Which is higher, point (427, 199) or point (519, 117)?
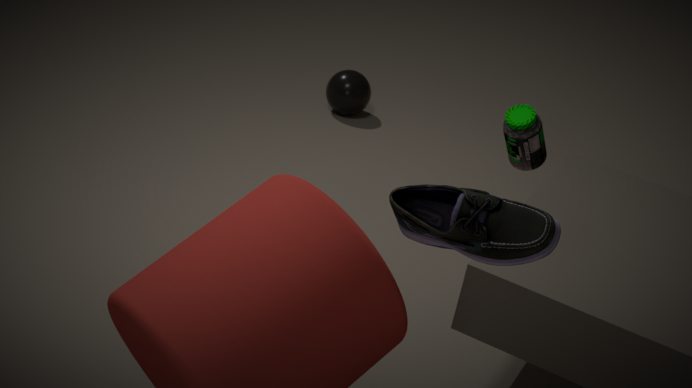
point (427, 199)
